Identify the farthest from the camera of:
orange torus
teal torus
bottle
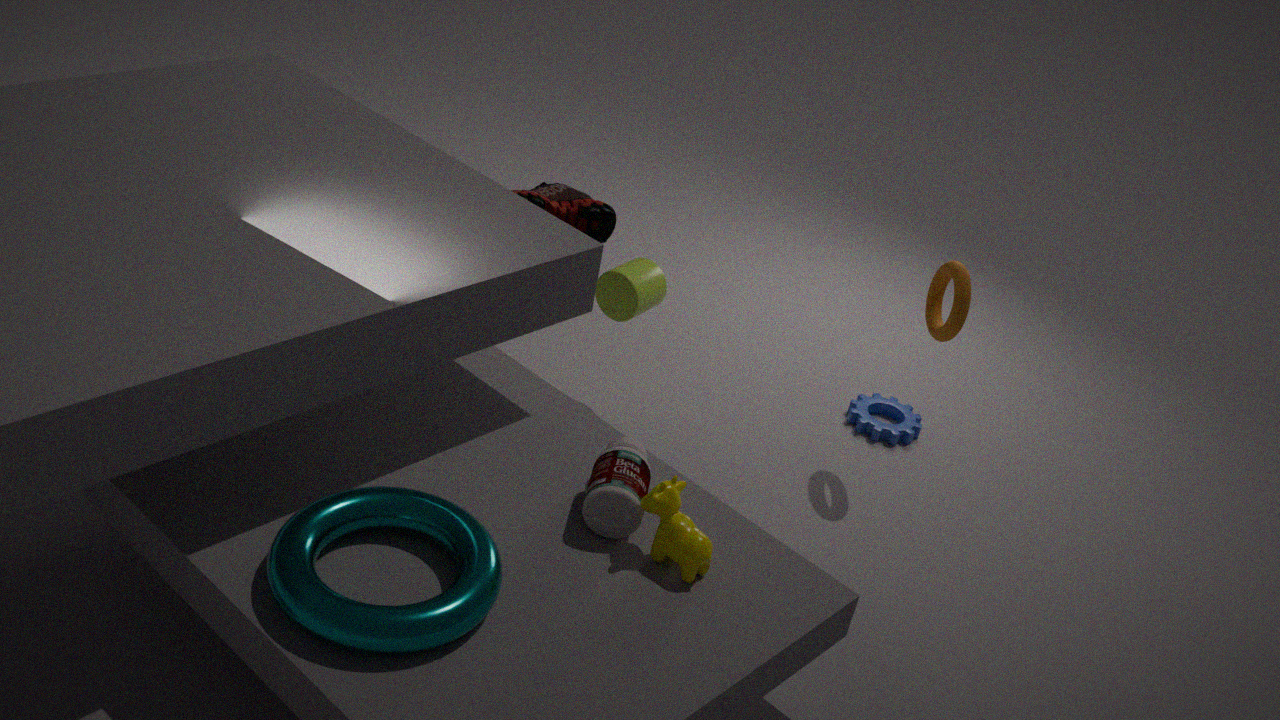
orange torus
